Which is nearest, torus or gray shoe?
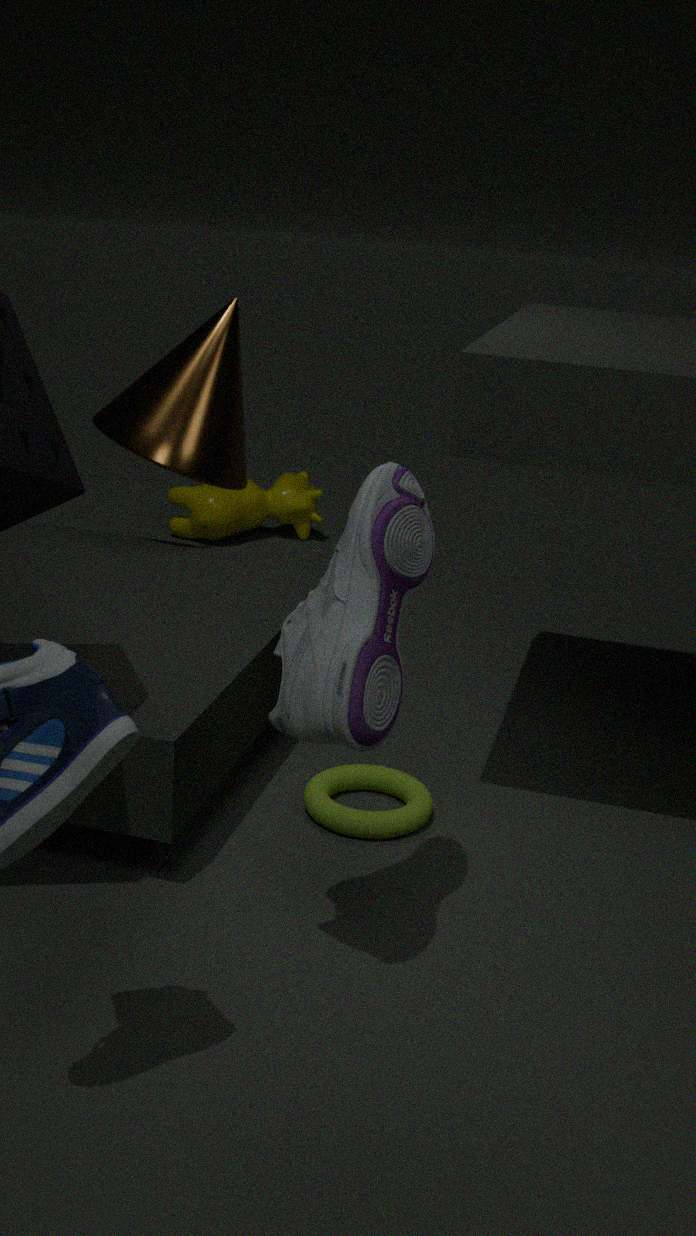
gray shoe
